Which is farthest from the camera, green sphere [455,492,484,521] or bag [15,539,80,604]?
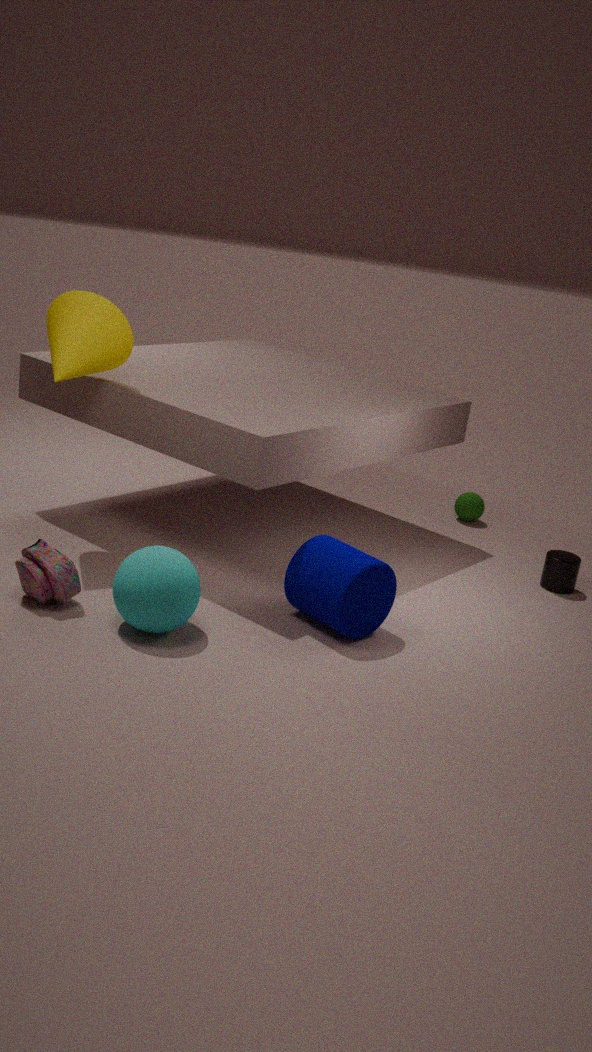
green sphere [455,492,484,521]
